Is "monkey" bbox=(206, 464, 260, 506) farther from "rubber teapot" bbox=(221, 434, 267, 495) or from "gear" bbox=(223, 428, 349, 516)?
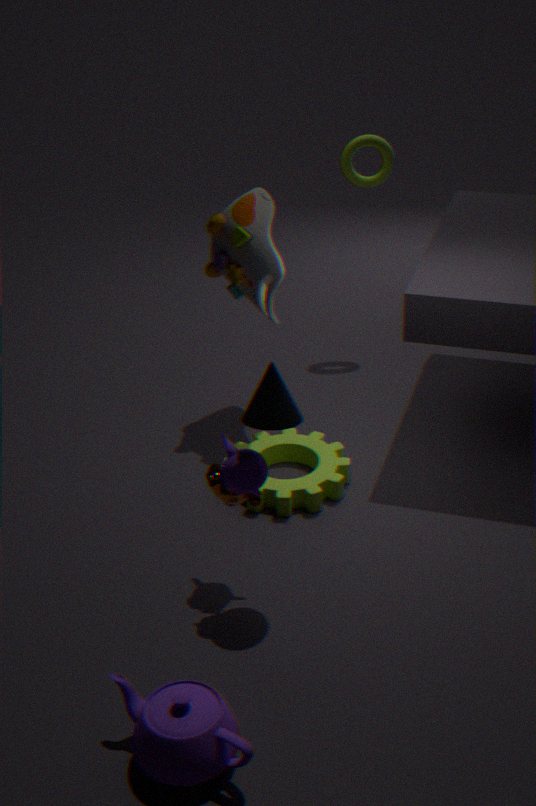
"gear" bbox=(223, 428, 349, 516)
